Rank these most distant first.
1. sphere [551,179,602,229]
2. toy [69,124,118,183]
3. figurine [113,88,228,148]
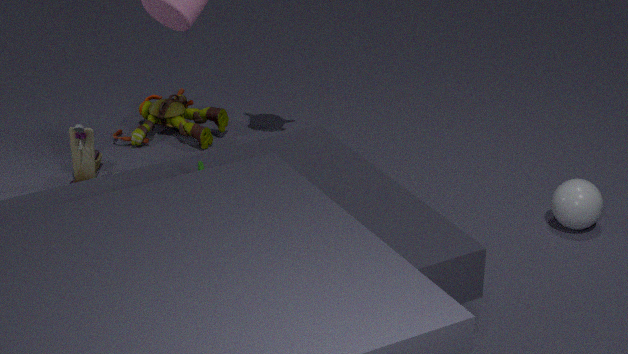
figurine [113,88,228,148]
toy [69,124,118,183]
sphere [551,179,602,229]
